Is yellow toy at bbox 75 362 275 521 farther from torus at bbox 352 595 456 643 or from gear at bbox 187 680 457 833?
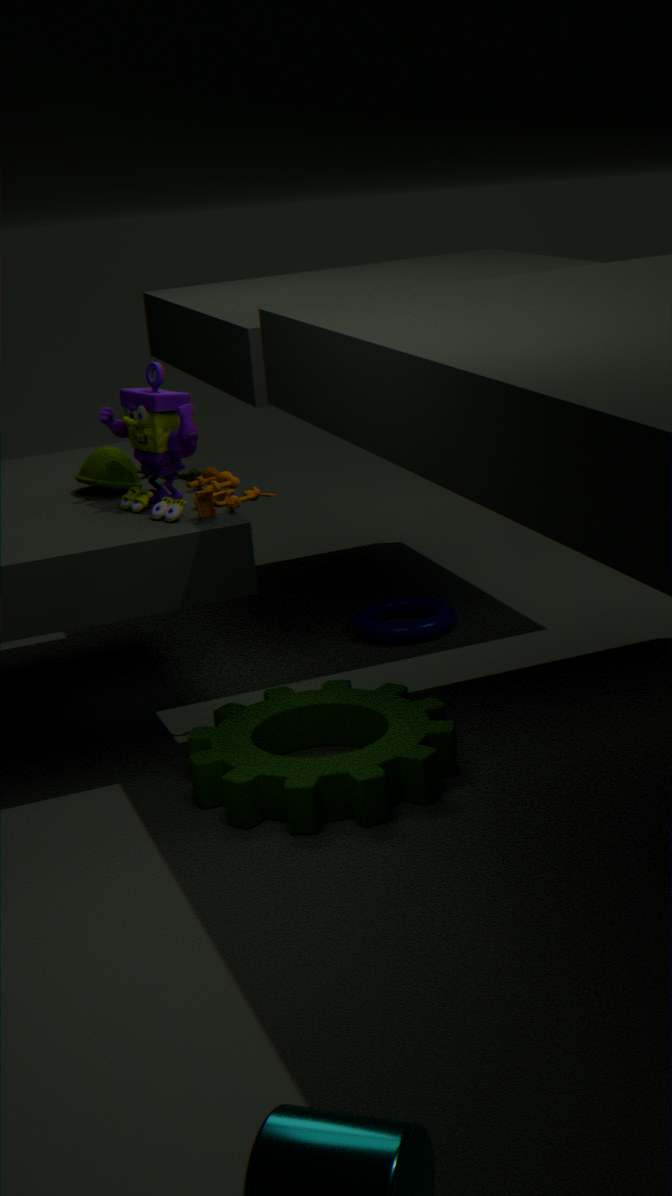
torus at bbox 352 595 456 643
